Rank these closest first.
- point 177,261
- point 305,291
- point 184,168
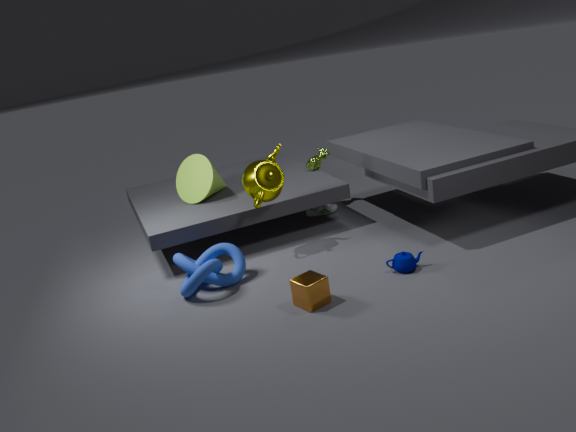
point 305,291
point 177,261
point 184,168
